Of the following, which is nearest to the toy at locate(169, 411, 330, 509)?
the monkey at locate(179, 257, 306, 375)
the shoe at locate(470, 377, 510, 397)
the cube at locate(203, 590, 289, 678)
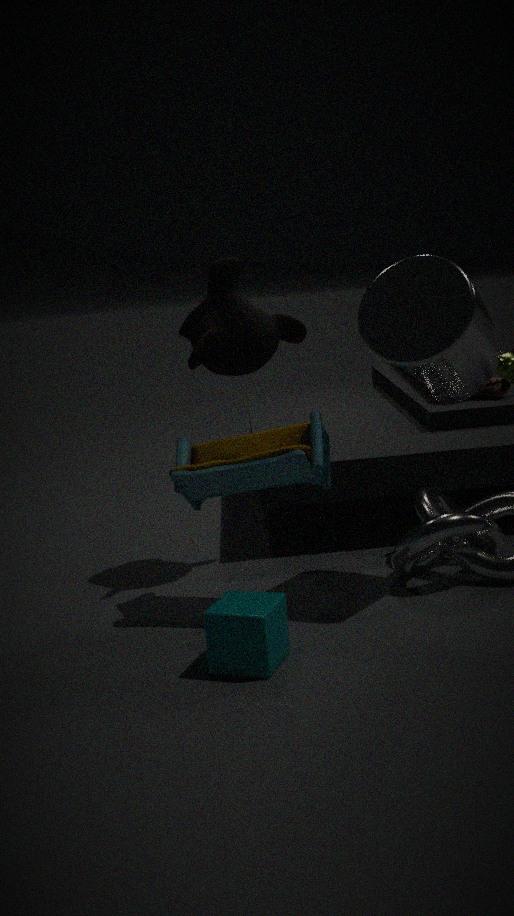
the monkey at locate(179, 257, 306, 375)
